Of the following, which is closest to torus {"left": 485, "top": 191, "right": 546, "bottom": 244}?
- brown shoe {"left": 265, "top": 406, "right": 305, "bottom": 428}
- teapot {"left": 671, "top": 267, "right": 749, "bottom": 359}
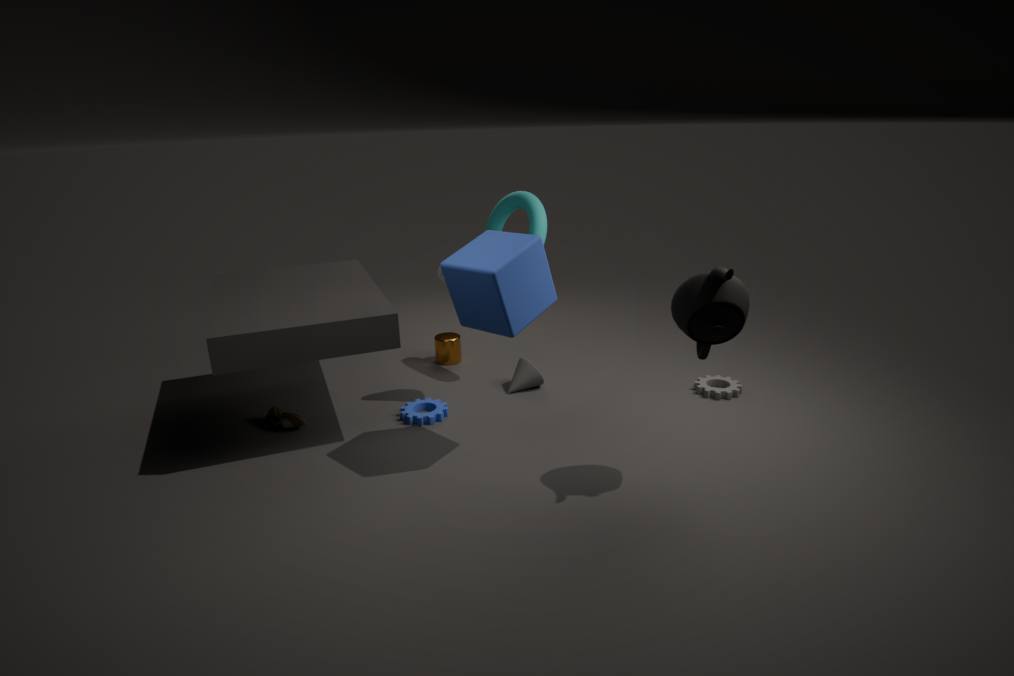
teapot {"left": 671, "top": 267, "right": 749, "bottom": 359}
